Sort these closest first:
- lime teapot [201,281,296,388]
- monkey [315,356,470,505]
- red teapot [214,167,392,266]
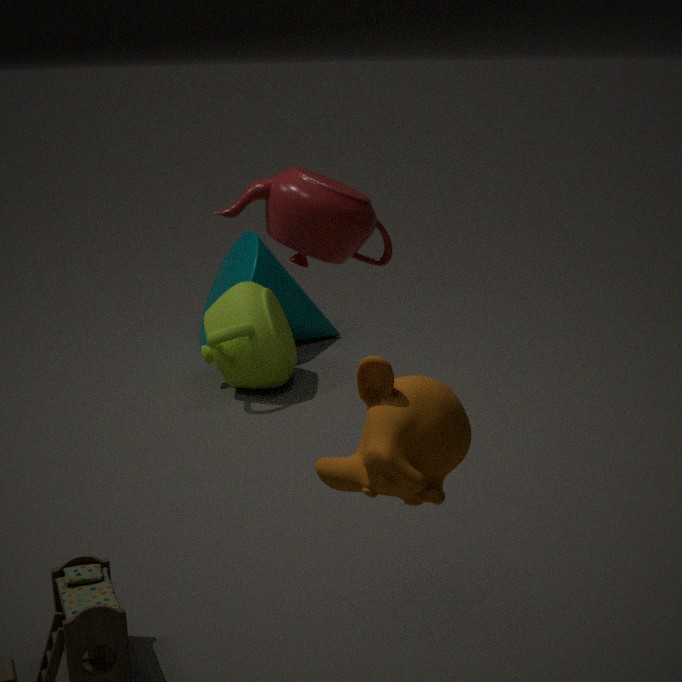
monkey [315,356,470,505] → red teapot [214,167,392,266] → lime teapot [201,281,296,388]
